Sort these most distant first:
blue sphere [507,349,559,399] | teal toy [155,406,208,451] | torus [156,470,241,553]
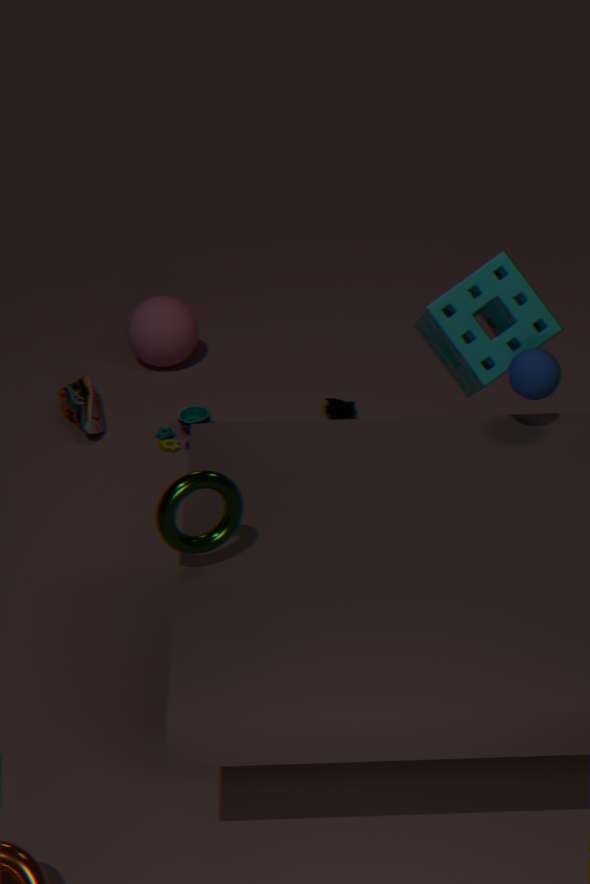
1. teal toy [155,406,208,451]
2. blue sphere [507,349,559,399]
3. torus [156,470,241,553]
